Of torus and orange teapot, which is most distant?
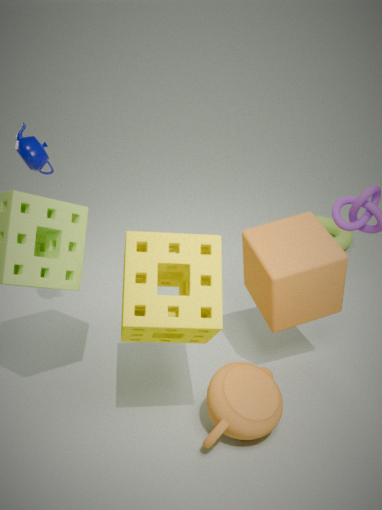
torus
